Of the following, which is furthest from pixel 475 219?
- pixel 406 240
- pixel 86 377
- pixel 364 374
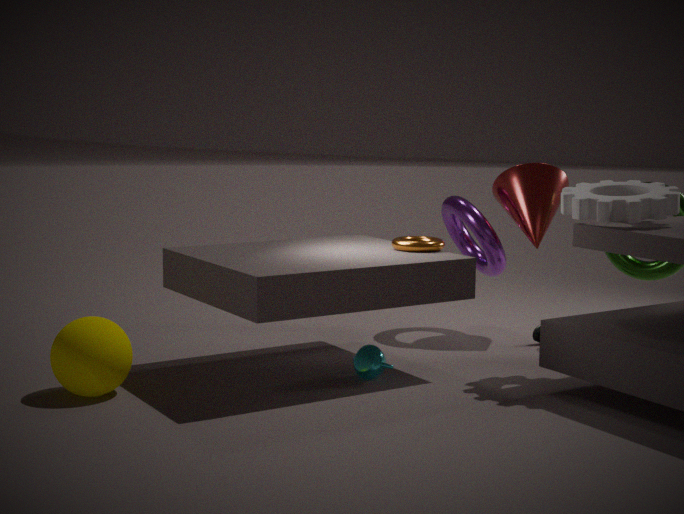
pixel 86 377
